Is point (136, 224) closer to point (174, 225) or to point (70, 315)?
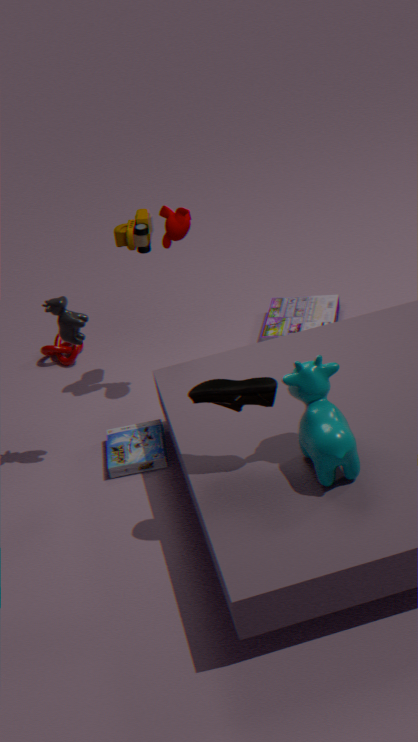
point (174, 225)
